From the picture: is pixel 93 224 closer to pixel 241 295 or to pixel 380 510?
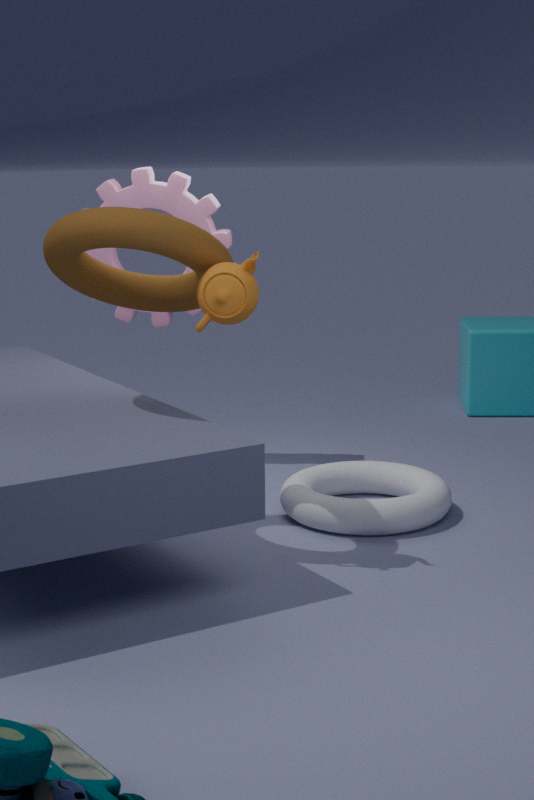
pixel 241 295
